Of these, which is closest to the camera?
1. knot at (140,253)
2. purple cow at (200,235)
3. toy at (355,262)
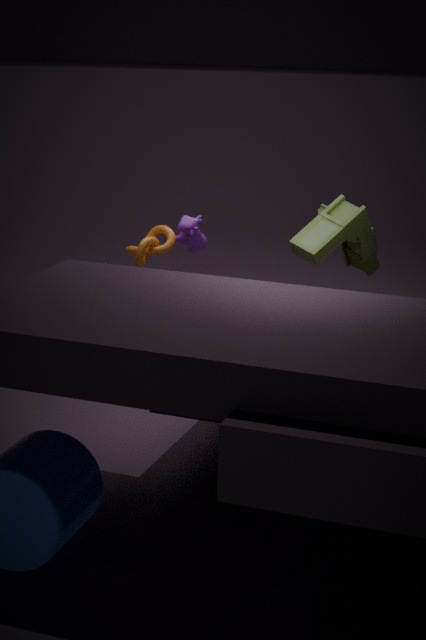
toy at (355,262)
